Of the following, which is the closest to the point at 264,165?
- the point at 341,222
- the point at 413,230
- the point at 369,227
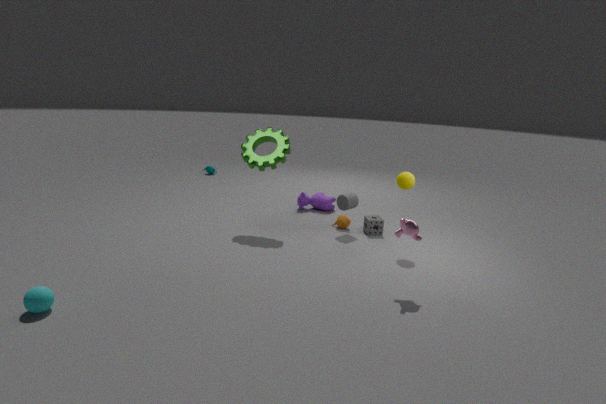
the point at 341,222
